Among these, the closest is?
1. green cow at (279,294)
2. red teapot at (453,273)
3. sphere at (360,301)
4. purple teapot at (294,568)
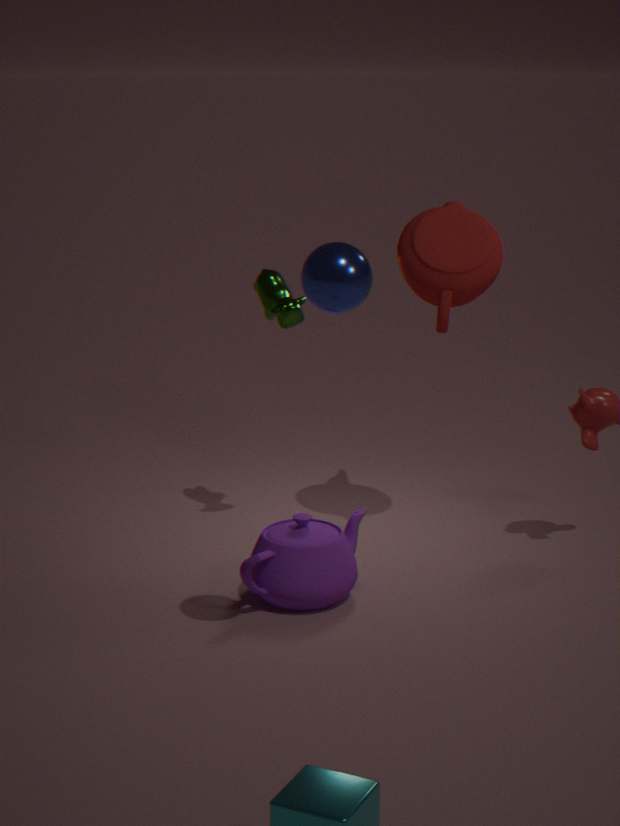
sphere at (360,301)
